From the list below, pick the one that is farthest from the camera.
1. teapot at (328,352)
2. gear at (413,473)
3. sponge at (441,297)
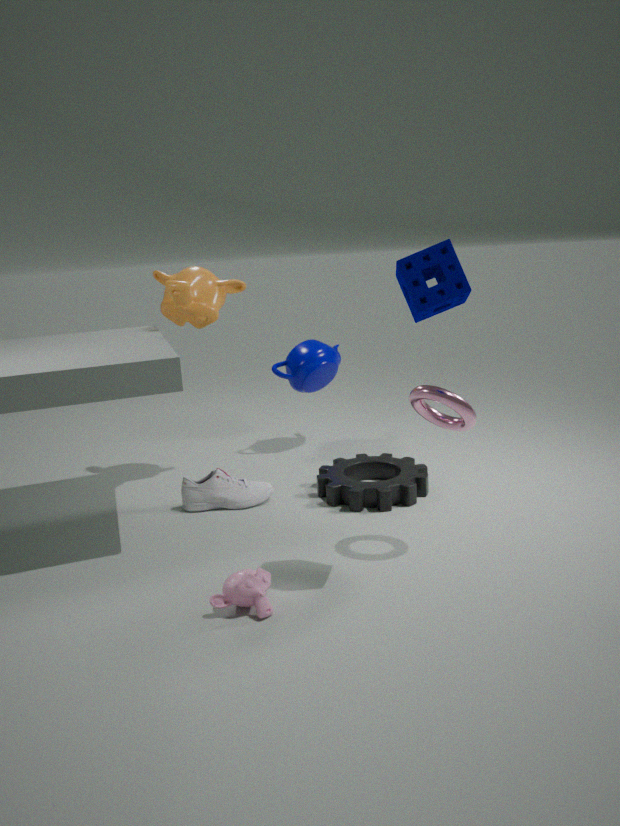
teapot at (328,352)
